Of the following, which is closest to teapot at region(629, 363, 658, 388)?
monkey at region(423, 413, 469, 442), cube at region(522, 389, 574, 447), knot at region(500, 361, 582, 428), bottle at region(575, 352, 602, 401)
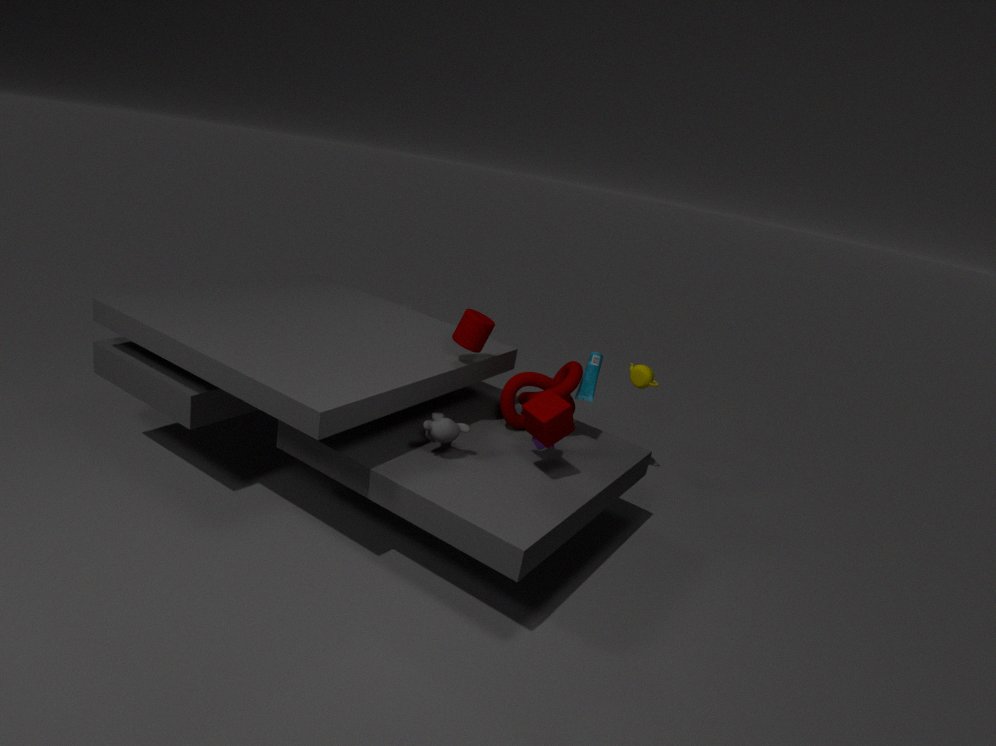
knot at region(500, 361, 582, 428)
